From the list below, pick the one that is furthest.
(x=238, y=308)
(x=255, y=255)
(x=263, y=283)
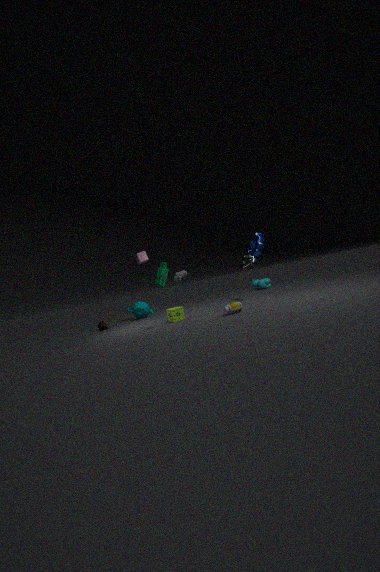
(x=263, y=283)
